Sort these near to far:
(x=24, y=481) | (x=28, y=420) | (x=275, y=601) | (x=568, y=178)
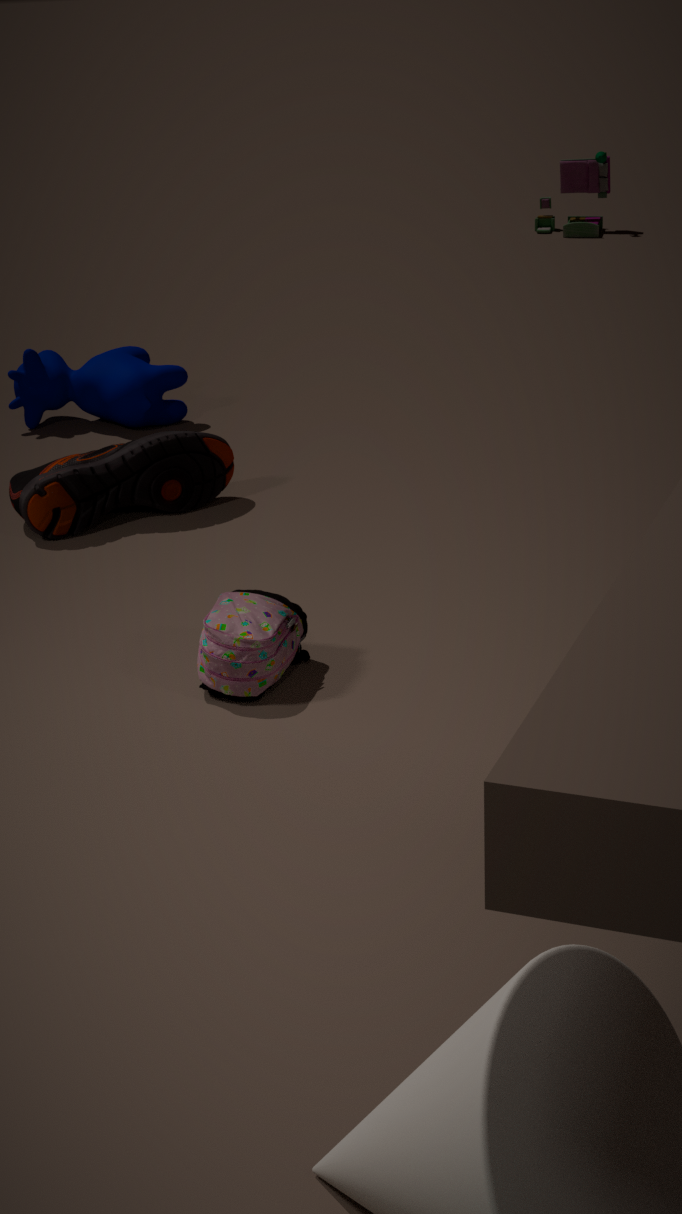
(x=275, y=601) < (x=24, y=481) < (x=28, y=420) < (x=568, y=178)
